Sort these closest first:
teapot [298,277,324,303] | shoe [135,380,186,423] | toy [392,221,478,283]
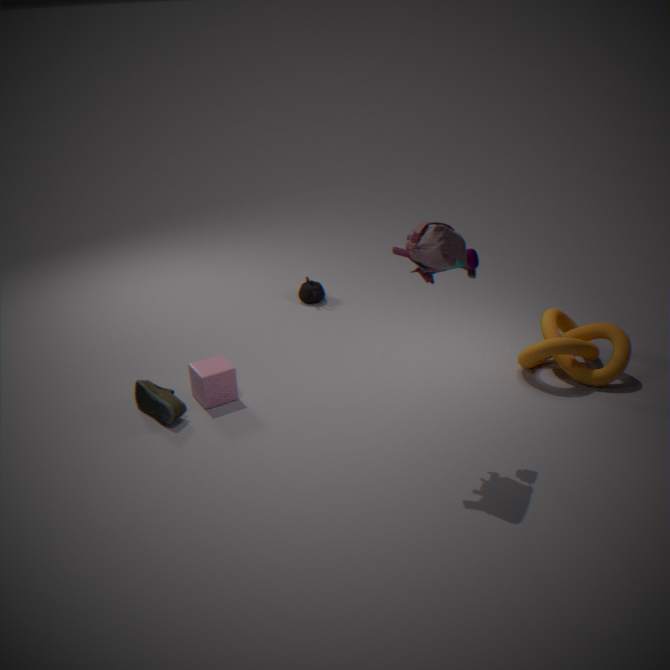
toy [392,221,478,283]
shoe [135,380,186,423]
teapot [298,277,324,303]
